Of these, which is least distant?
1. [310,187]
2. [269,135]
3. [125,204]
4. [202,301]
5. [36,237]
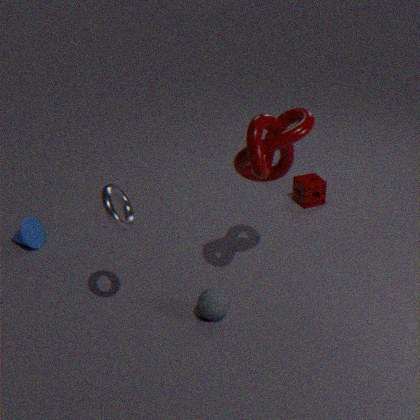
[125,204]
